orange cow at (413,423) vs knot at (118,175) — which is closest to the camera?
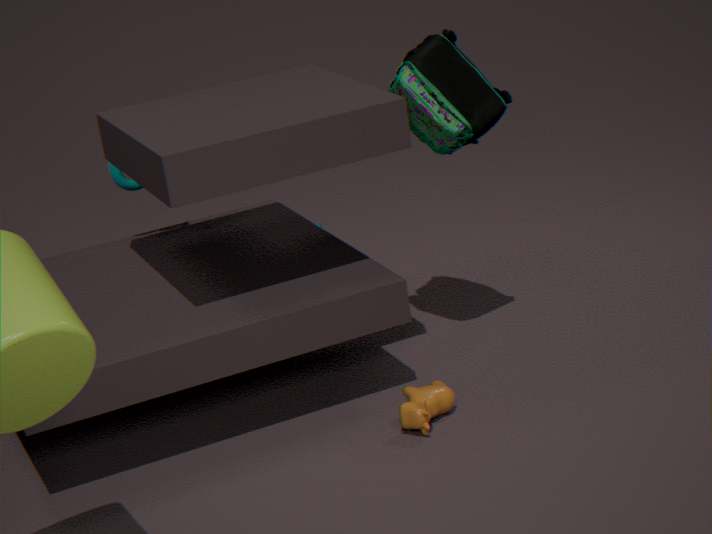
orange cow at (413,423)
